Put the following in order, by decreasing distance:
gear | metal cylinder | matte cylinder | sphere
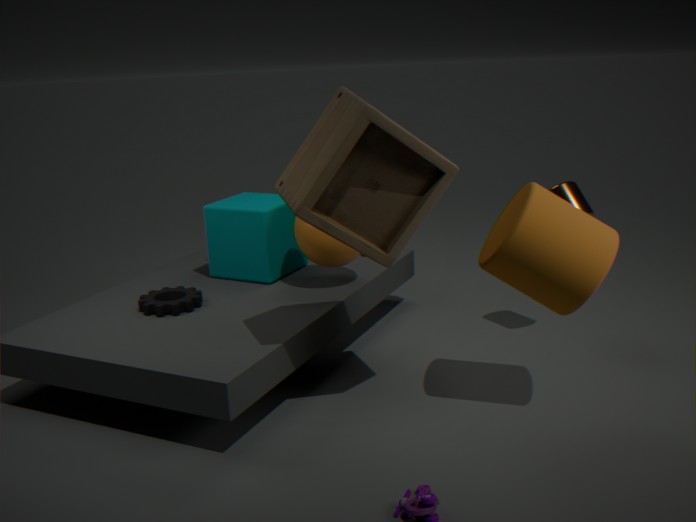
sphere < metal cylinder < gear < matte cylinder
